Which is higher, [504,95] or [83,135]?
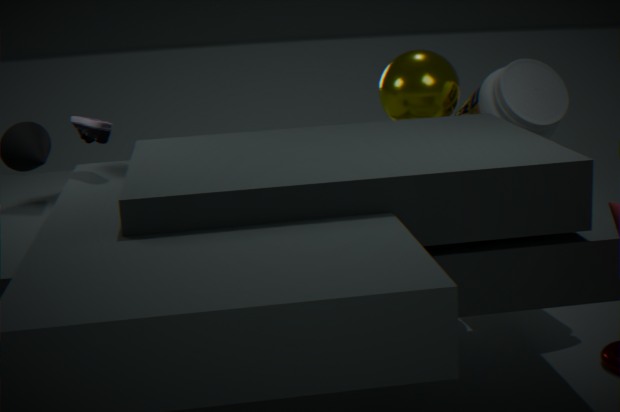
[83,135]
